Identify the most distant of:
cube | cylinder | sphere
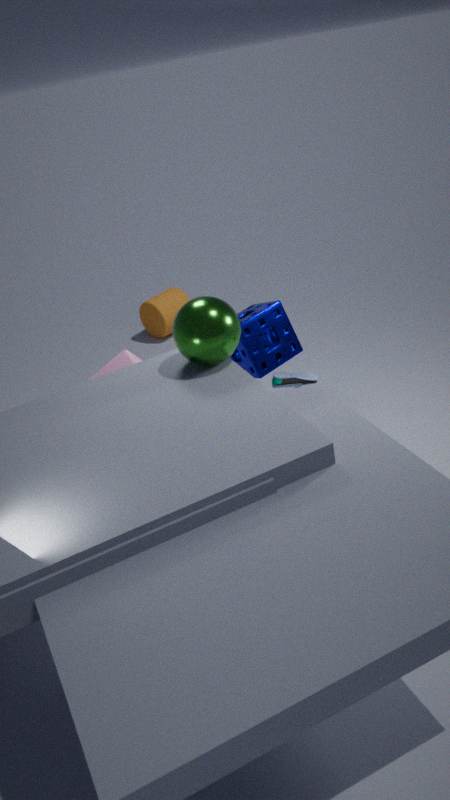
cylinder
